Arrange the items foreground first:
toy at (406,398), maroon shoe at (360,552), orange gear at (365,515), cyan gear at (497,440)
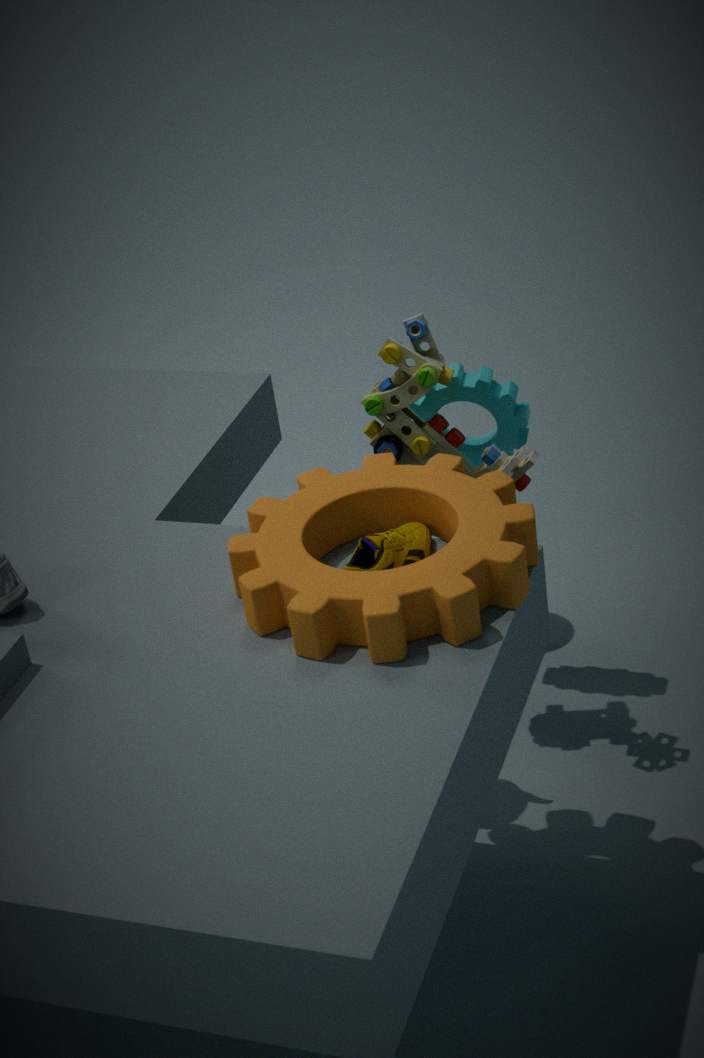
1. orange gear at (365,515)
2. maroon shoe at (360,552)
3. toy at (406,398)
4. cyan gear at (497,440)
